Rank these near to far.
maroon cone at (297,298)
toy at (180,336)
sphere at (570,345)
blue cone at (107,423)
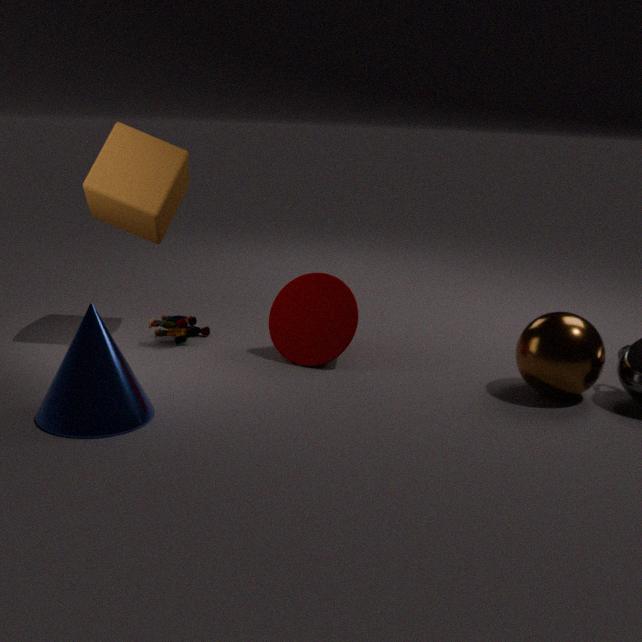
blue cone at (107,423)
sphere at (570,345)
maroon cone at (297,298)
toy at (180,336)
